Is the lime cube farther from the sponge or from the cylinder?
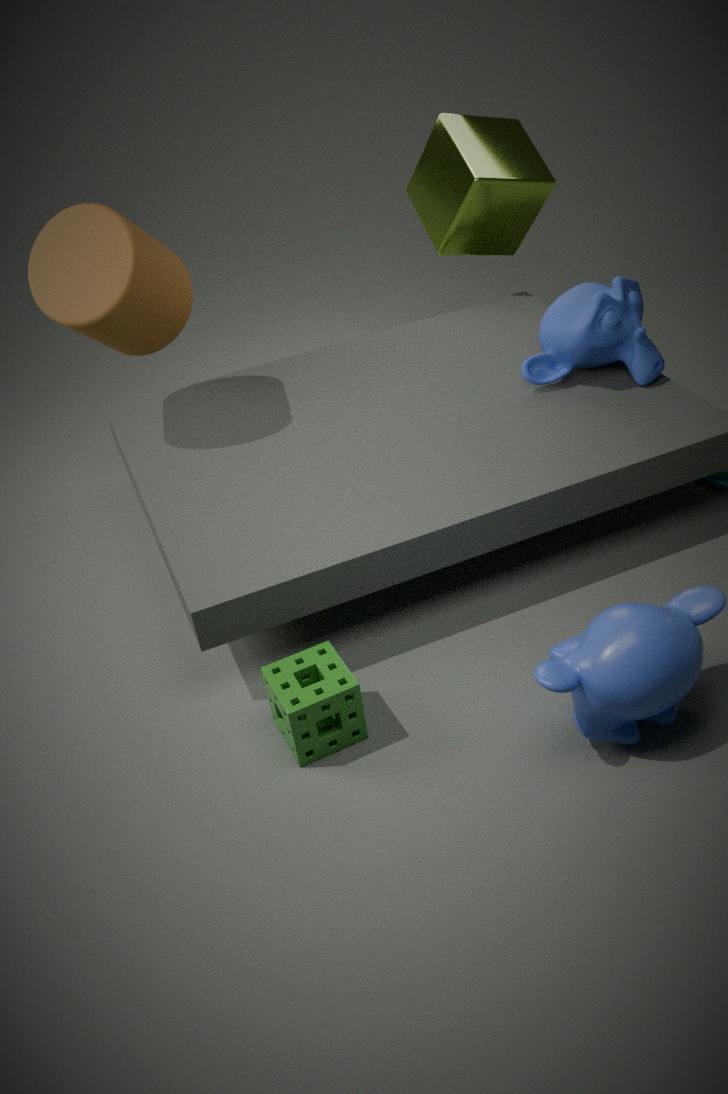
the sponge
